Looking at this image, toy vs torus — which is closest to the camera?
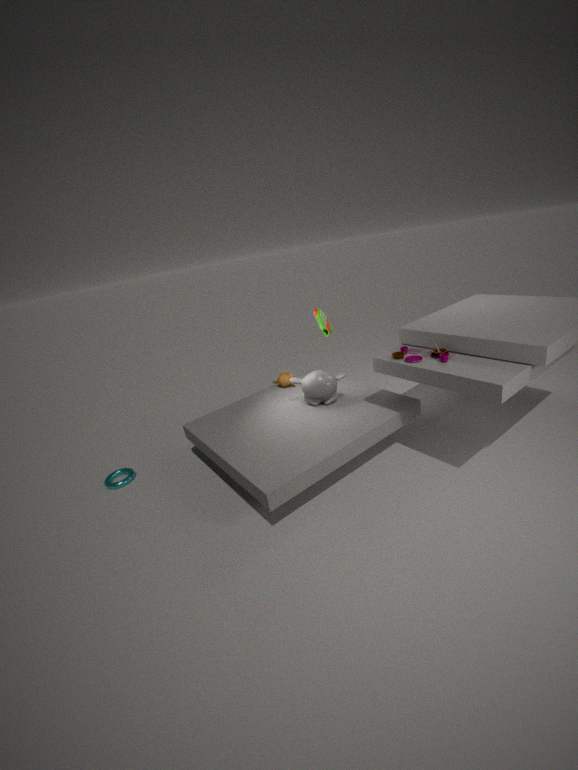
toy
